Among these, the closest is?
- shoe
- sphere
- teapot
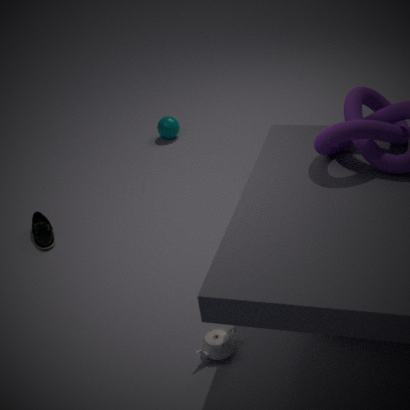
teapot
